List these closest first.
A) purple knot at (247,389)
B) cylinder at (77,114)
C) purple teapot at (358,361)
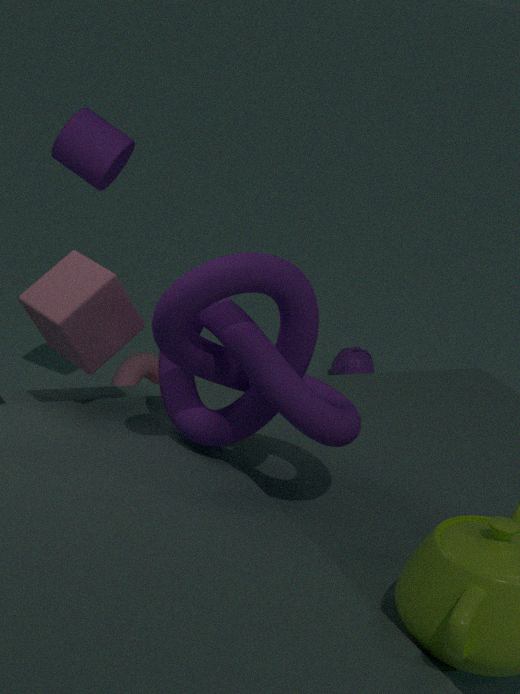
purple knot at (247,389) < cylinder at (77,114) < purple teapot at (358,361)
